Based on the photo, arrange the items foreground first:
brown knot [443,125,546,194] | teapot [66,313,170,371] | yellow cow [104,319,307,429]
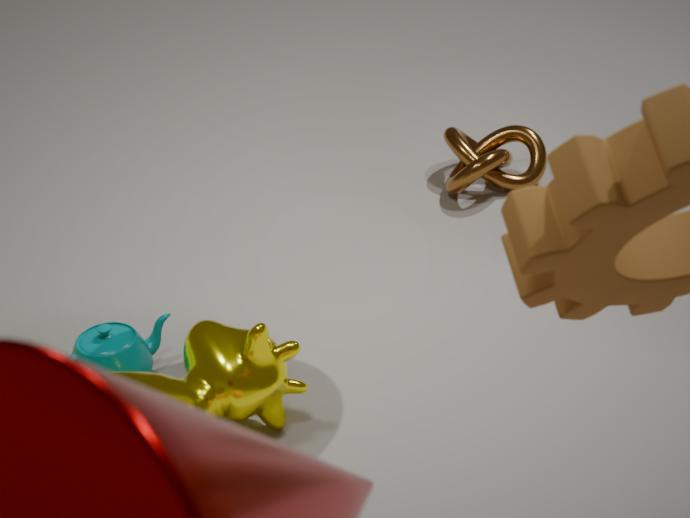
yellow cow [104,319,307,429]
teapot [66,313,170,371]
brown knot [443,125,546,194]
